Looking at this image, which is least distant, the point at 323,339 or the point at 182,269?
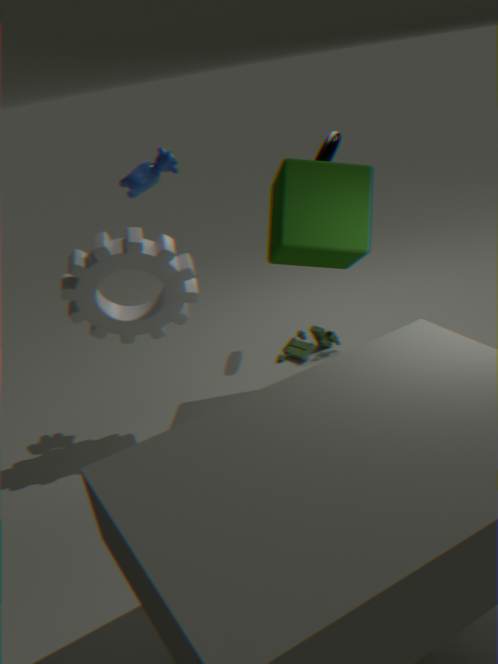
the point at 182,269
